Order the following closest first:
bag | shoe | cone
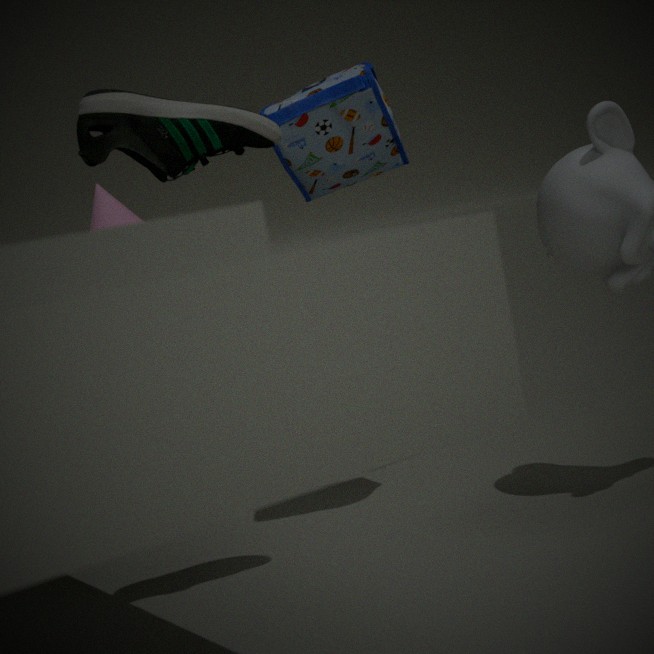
shoe, bag, cone
